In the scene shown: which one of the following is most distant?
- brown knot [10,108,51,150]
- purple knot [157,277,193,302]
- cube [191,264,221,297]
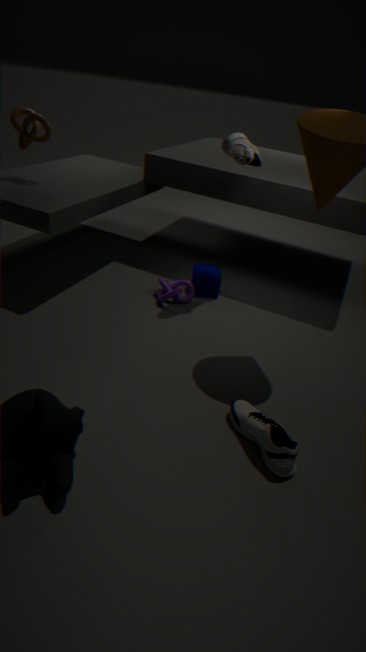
cube [191,264,221,297]
